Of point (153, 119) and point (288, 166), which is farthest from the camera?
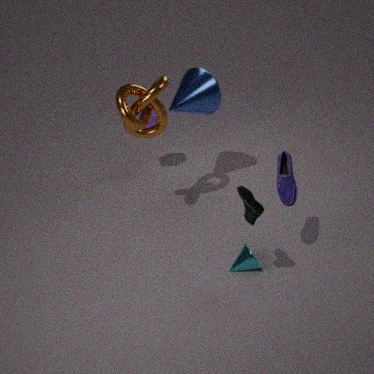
point (153, 119)
